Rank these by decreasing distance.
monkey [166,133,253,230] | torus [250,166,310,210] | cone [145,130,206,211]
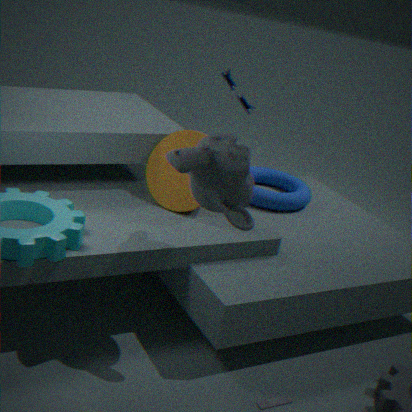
1. torus [250,166,310,210]
2. cone [145,130,206,211]
3. monkey [166,133,253,230]
